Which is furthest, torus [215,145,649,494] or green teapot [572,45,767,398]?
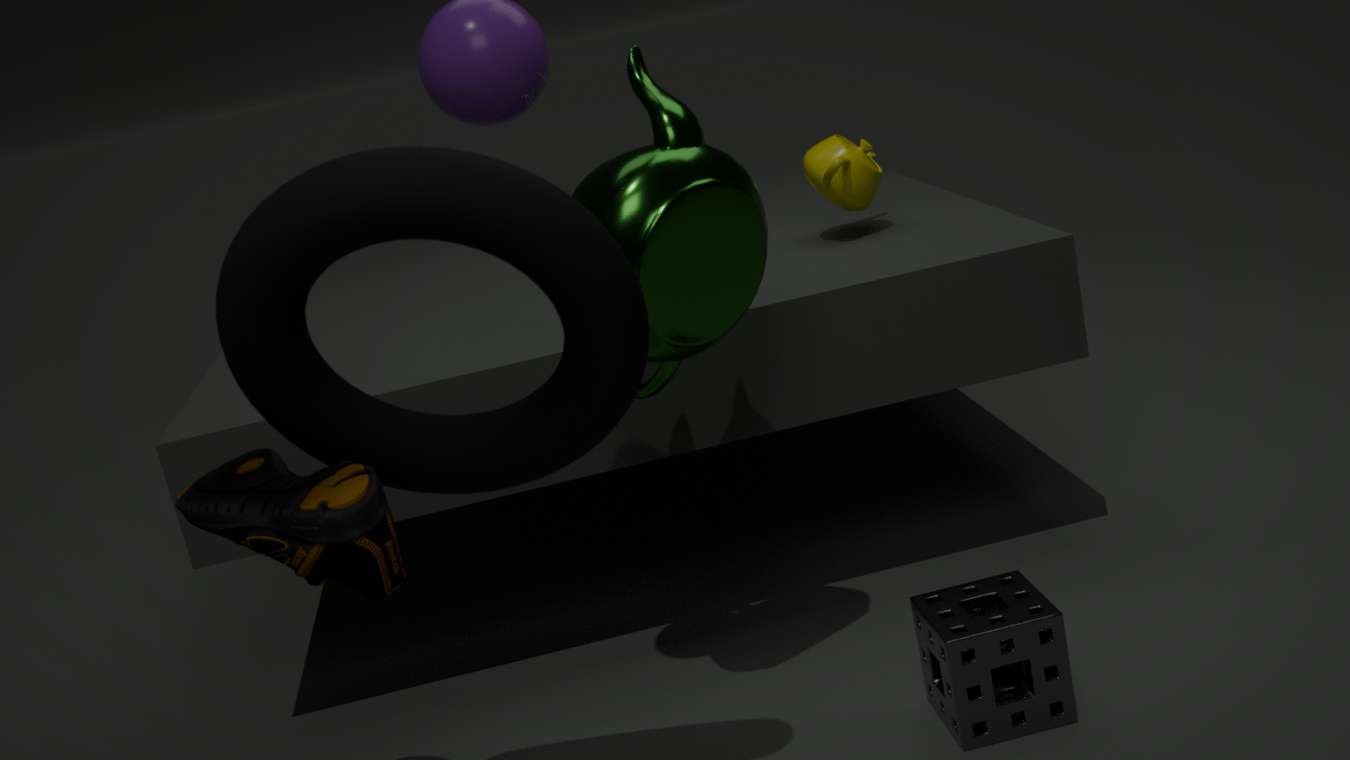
green teapot [572,45,767,398]
